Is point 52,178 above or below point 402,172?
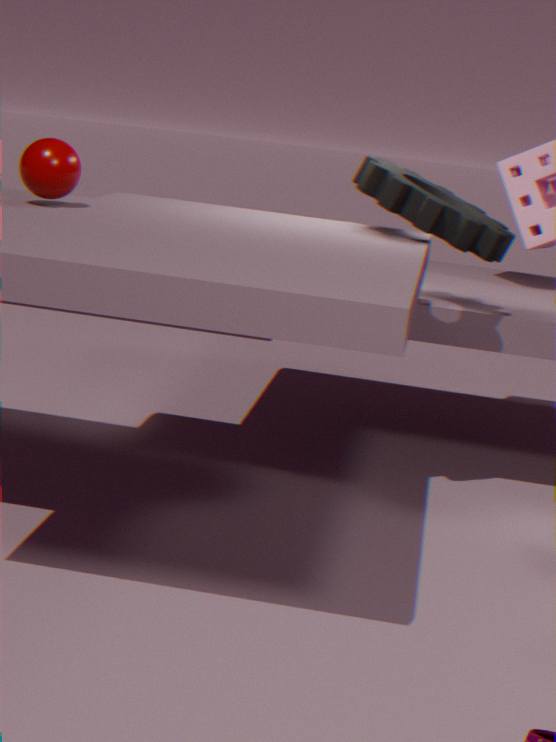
above
